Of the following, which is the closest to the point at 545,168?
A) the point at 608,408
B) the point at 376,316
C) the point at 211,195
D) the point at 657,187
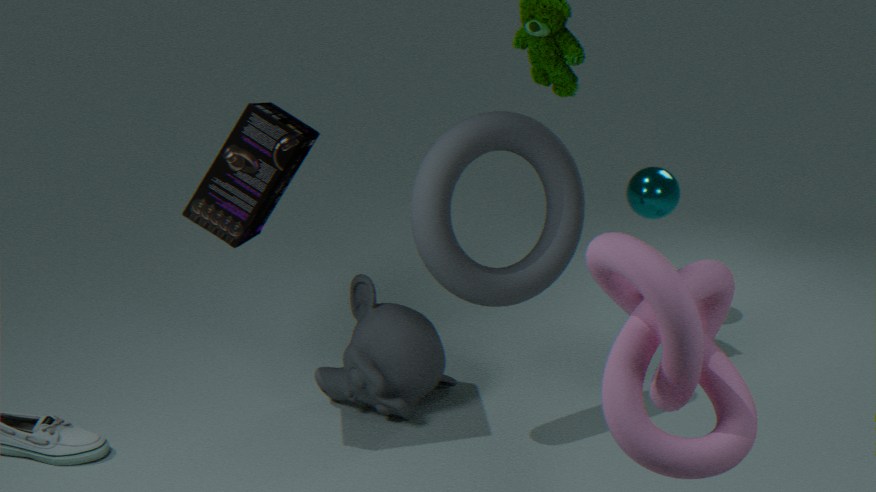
the point at 376,316
